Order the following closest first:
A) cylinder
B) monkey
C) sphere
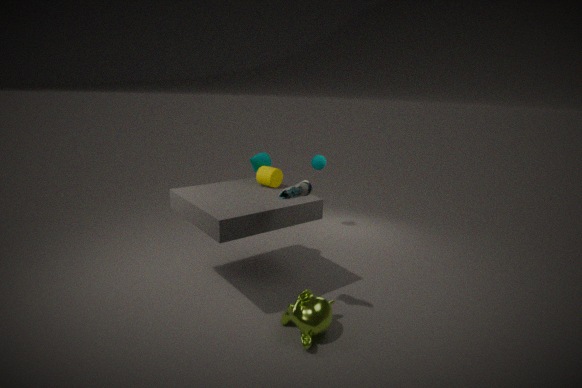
monkey, cylinder, sphere
